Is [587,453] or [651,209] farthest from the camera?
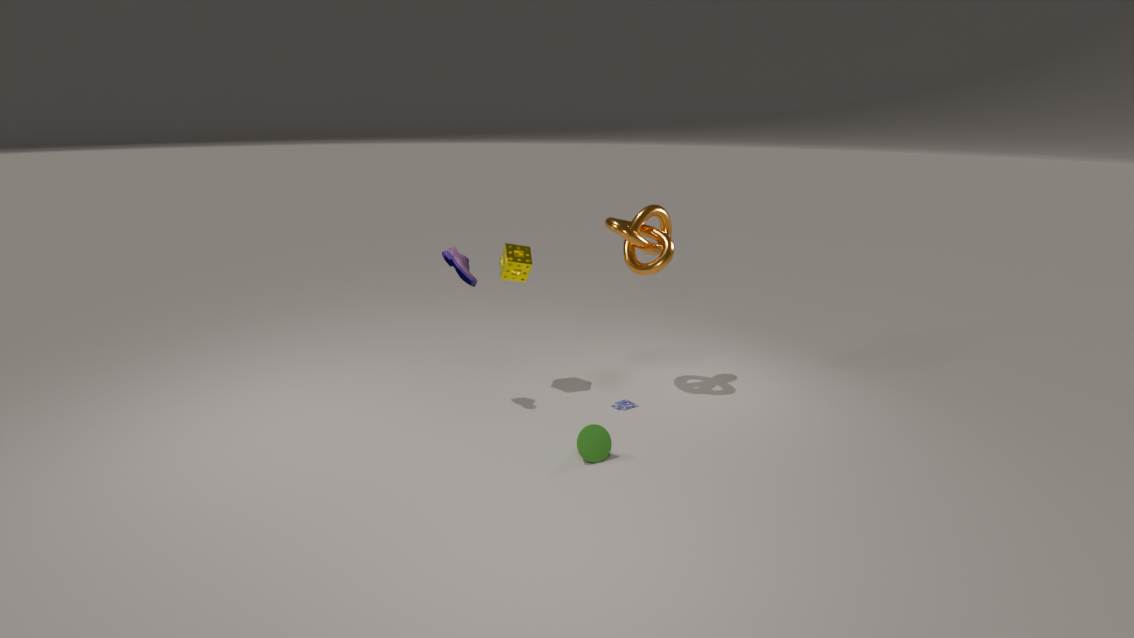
[651,209]
